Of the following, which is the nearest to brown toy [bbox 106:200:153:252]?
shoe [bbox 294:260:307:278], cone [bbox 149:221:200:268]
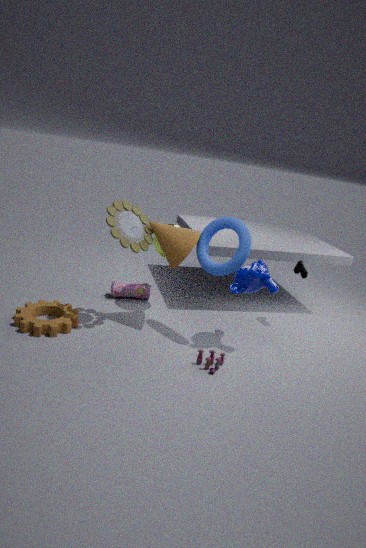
cone [bbox 149:221:200:268]
